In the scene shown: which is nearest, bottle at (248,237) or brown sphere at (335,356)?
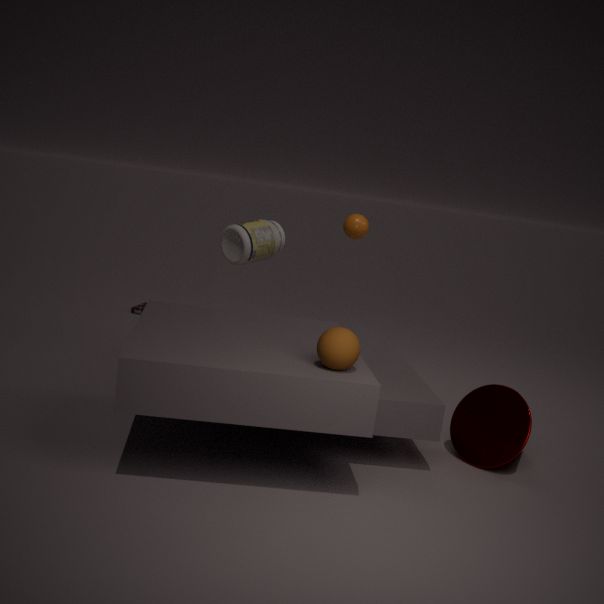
brown sphere at (335,356)
